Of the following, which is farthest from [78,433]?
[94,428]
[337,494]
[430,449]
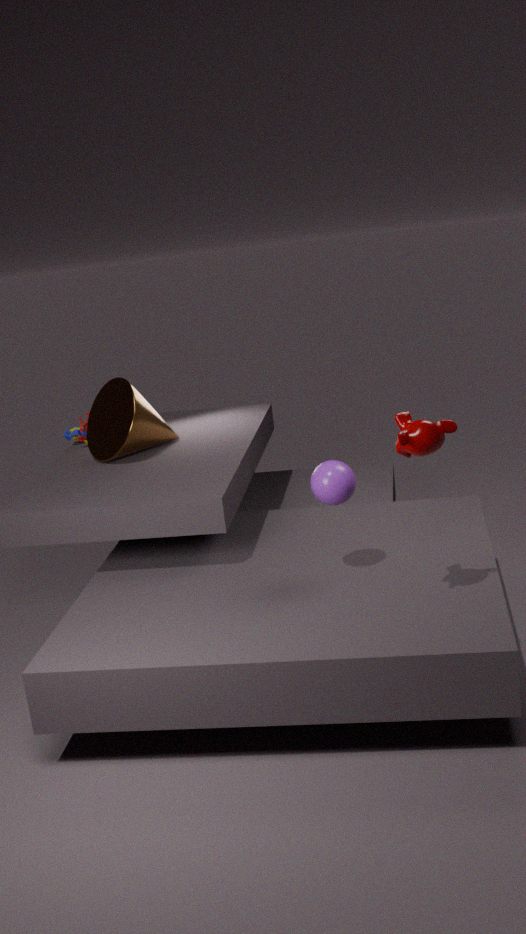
[430,449]
